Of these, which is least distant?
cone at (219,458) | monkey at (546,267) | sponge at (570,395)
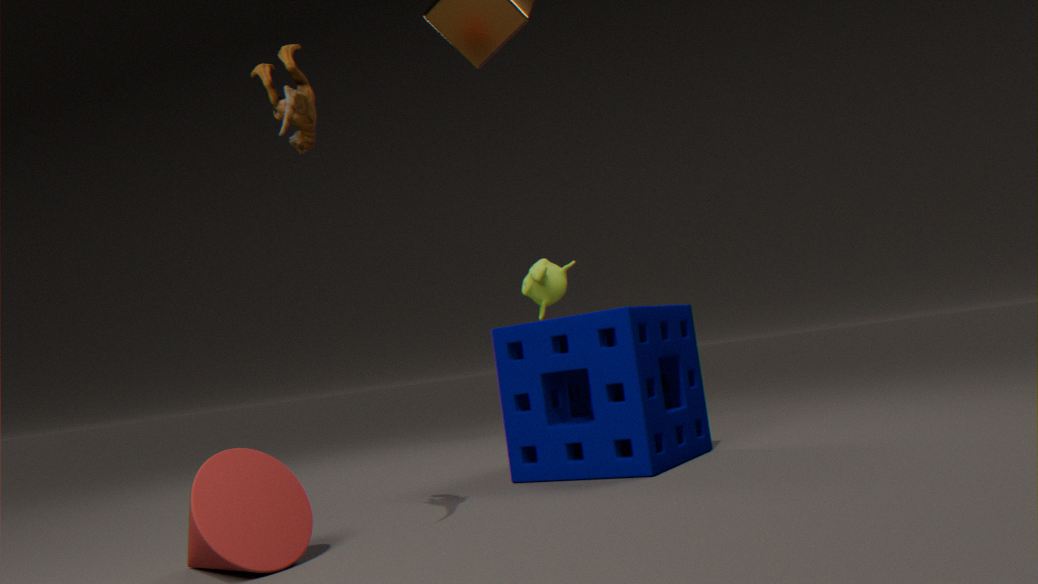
cone at (219,458)
